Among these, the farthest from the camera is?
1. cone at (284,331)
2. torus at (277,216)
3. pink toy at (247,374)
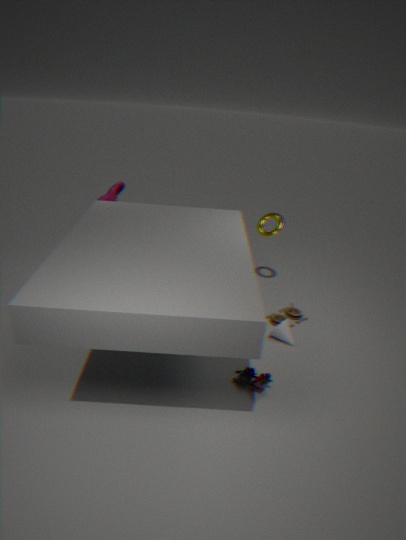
torus at (277,216)
